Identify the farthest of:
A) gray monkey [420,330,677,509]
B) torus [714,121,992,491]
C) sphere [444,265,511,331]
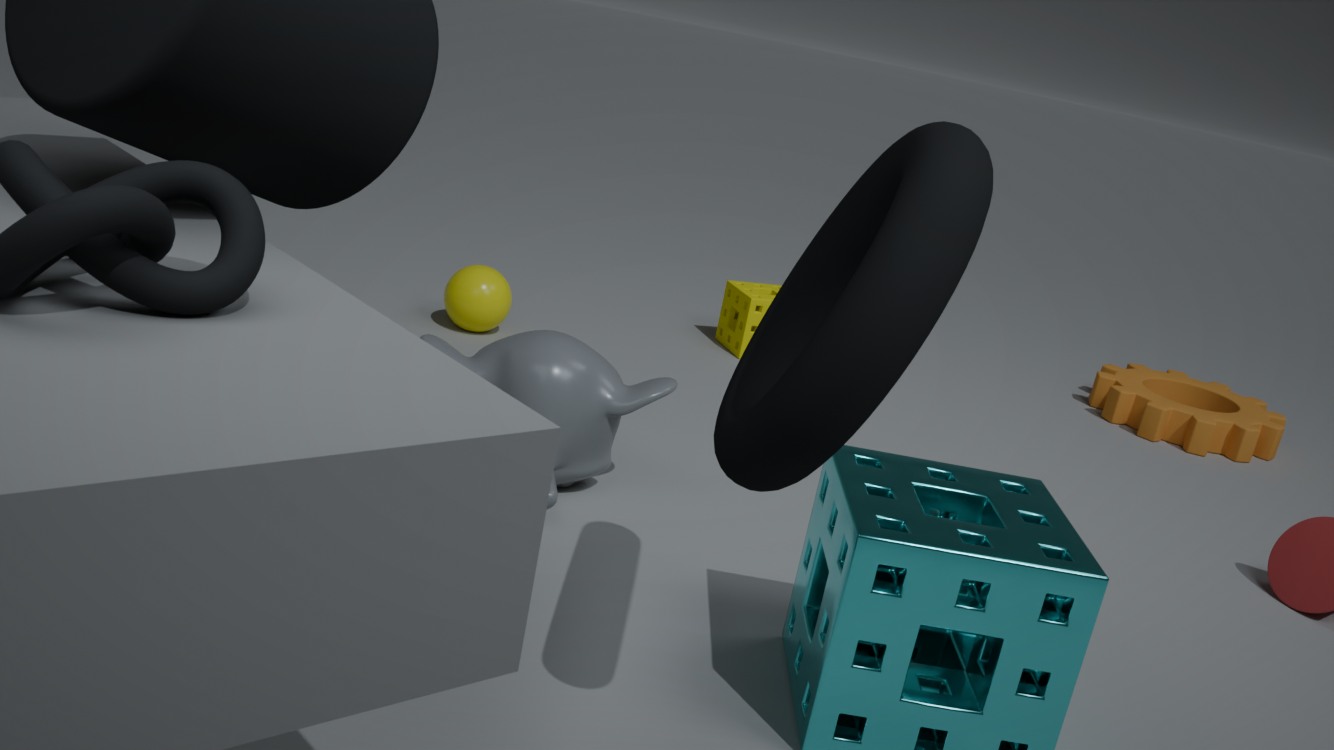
sphere [444,265,511,331]
